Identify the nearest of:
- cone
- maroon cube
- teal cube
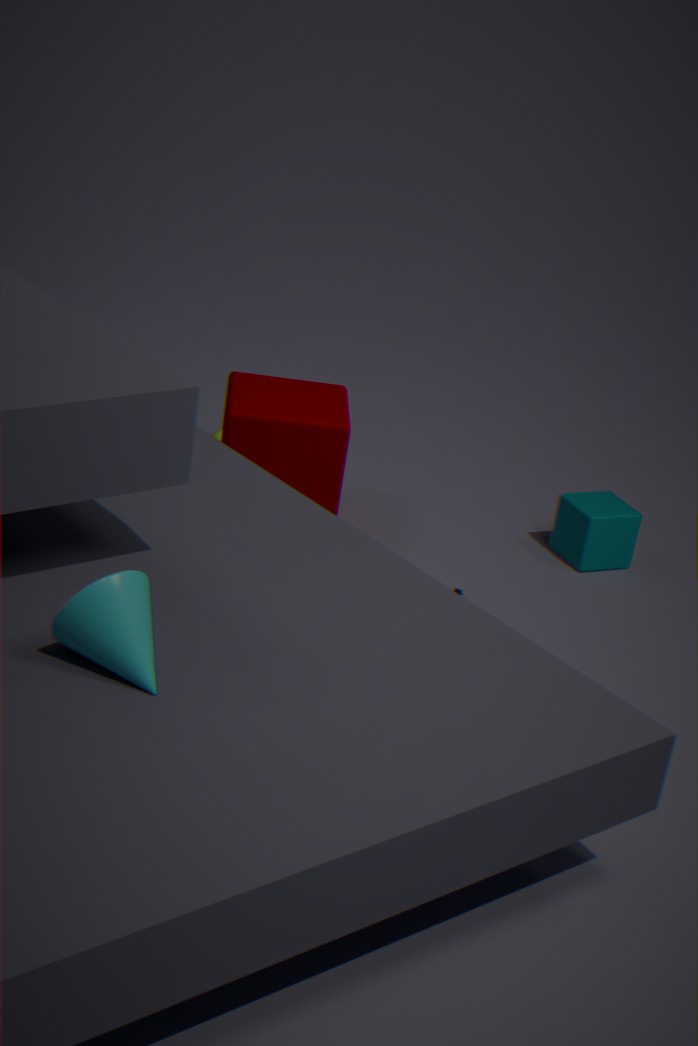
cone
